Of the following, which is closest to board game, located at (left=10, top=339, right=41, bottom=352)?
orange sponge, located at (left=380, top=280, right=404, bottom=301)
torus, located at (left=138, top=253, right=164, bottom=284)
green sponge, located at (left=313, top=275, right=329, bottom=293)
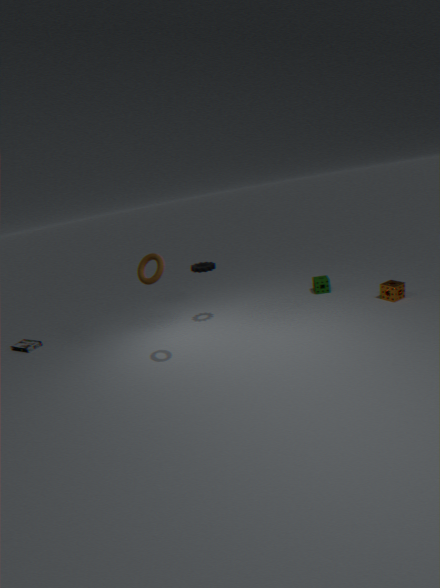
torus, located at (left=138, top=253, right=164, bottom=284)
